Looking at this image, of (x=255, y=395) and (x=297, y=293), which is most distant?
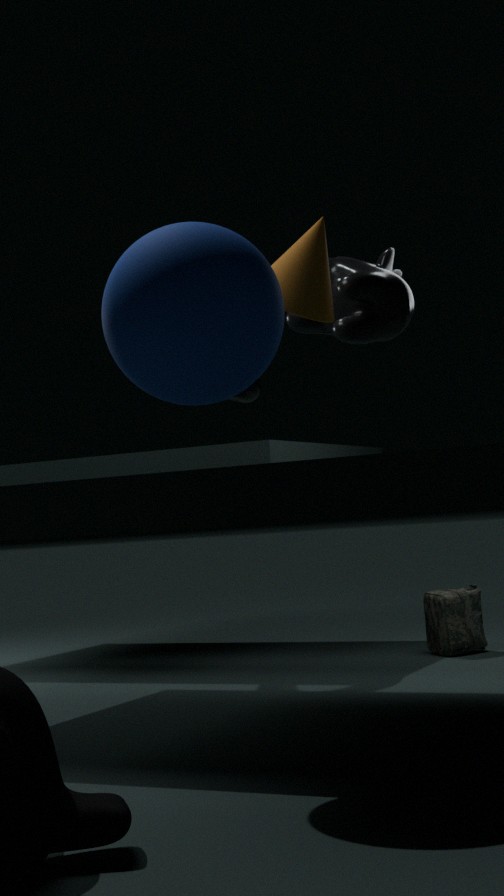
(x=255, y=395)
